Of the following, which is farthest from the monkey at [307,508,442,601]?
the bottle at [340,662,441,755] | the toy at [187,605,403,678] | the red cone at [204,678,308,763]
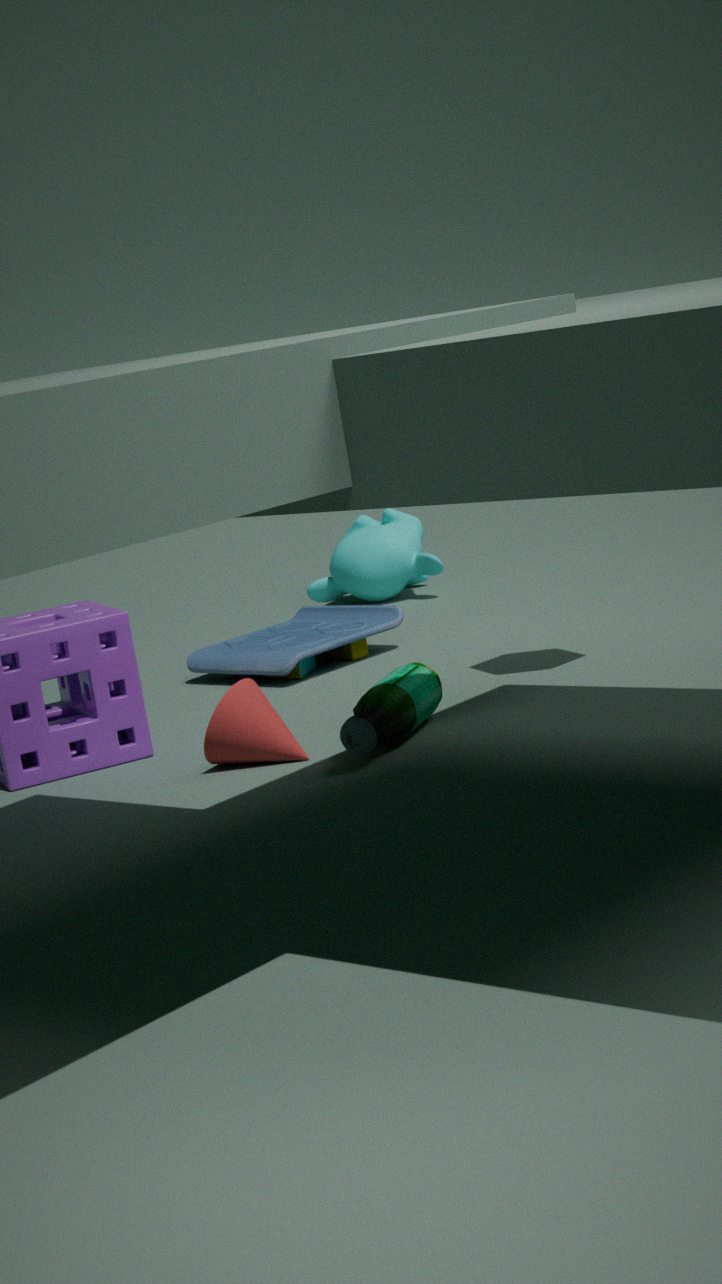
the red cone at [204,678,308,763]
